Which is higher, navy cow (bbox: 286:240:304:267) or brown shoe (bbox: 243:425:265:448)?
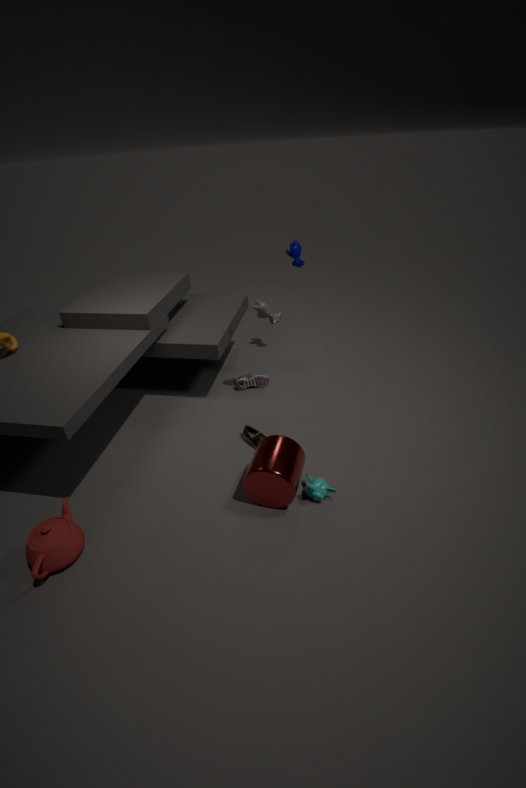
navy cow (bbox: 286:240:304:267)
